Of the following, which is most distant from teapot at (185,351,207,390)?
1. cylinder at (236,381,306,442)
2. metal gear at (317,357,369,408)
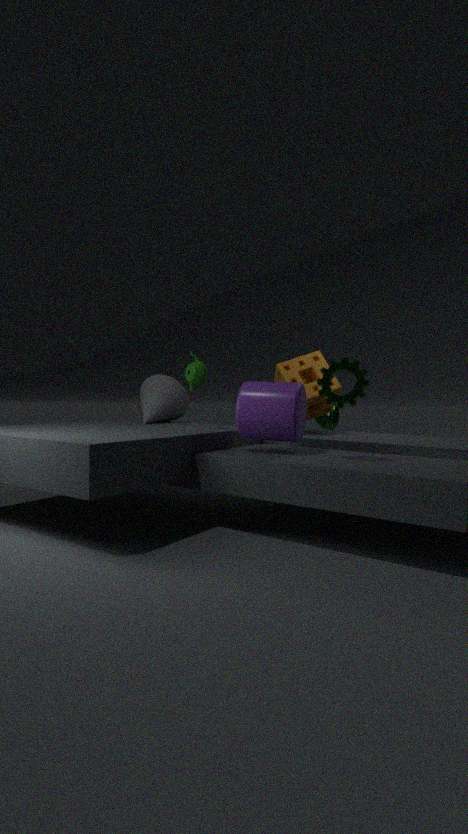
metal gear at (317,357,369,408)
